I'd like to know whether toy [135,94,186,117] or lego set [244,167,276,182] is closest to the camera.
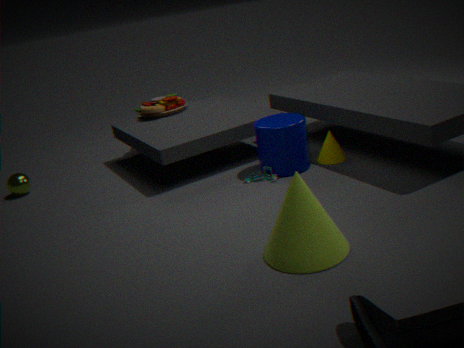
lego set [244,167,276,182]
